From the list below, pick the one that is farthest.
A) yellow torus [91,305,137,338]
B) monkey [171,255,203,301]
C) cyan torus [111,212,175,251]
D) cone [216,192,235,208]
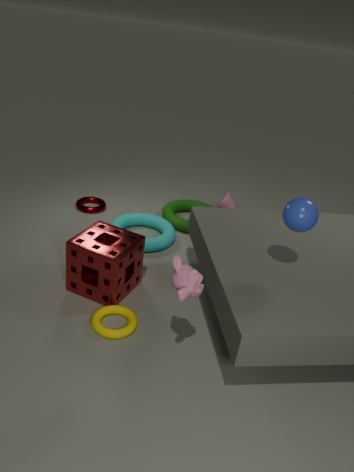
cone [216,192,235,208]
